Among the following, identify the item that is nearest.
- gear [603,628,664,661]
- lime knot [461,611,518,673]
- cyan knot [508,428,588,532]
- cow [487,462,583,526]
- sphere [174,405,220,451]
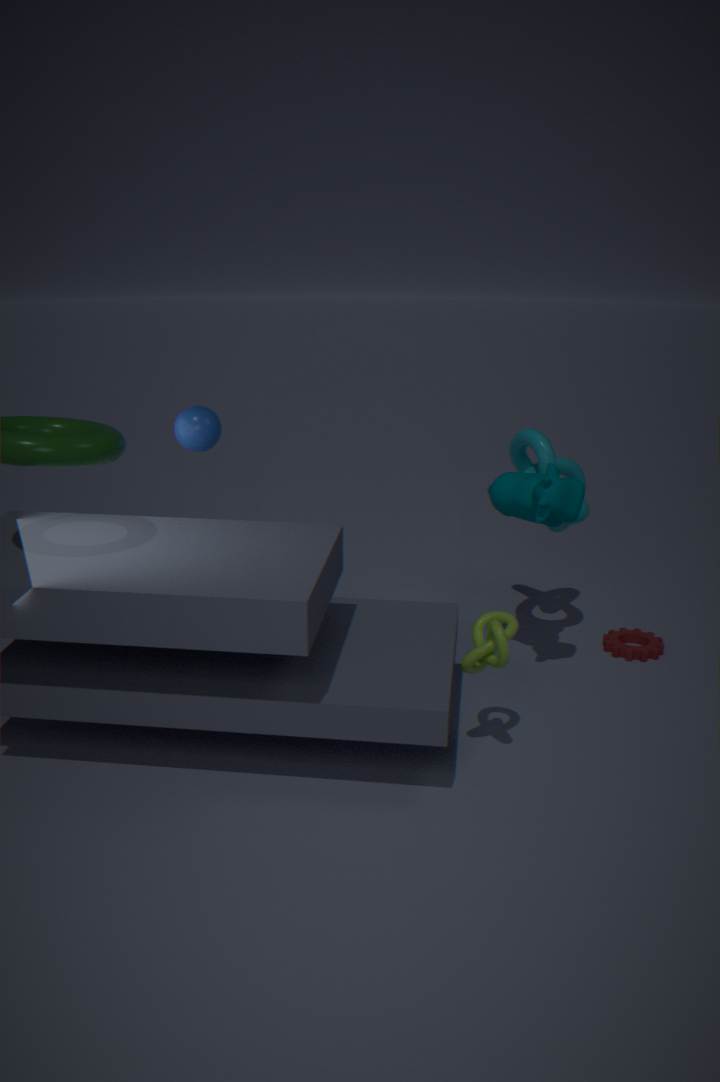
lime knot [461,611,518,673]
